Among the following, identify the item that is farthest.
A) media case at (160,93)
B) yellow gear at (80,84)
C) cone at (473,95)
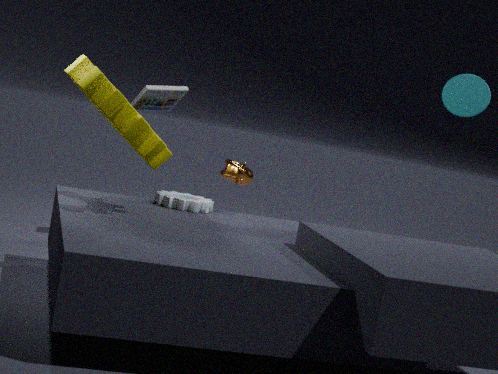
media case at (160,93)
